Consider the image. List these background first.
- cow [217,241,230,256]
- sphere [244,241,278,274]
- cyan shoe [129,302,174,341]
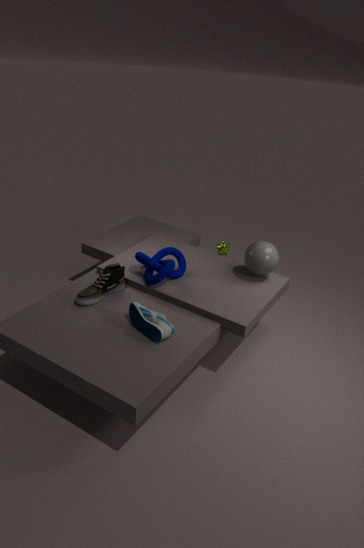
cow [217,241,230,256] < sphere [244,241,278,274] < cyan shoe [129,302,174,341]
